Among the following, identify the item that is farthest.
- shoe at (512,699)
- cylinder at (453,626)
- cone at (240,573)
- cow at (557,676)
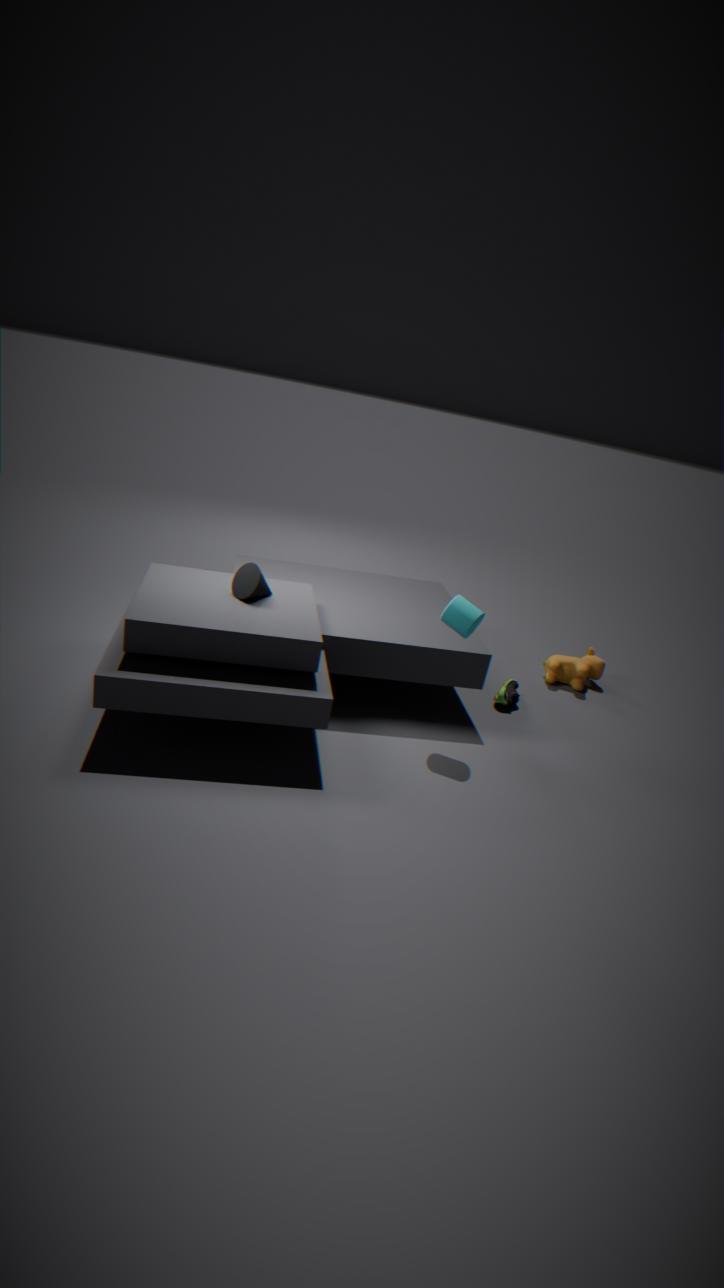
cow at (557,676)
